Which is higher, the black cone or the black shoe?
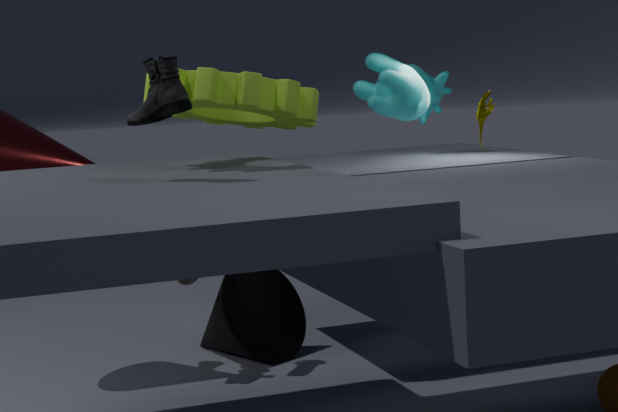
the black shoe
